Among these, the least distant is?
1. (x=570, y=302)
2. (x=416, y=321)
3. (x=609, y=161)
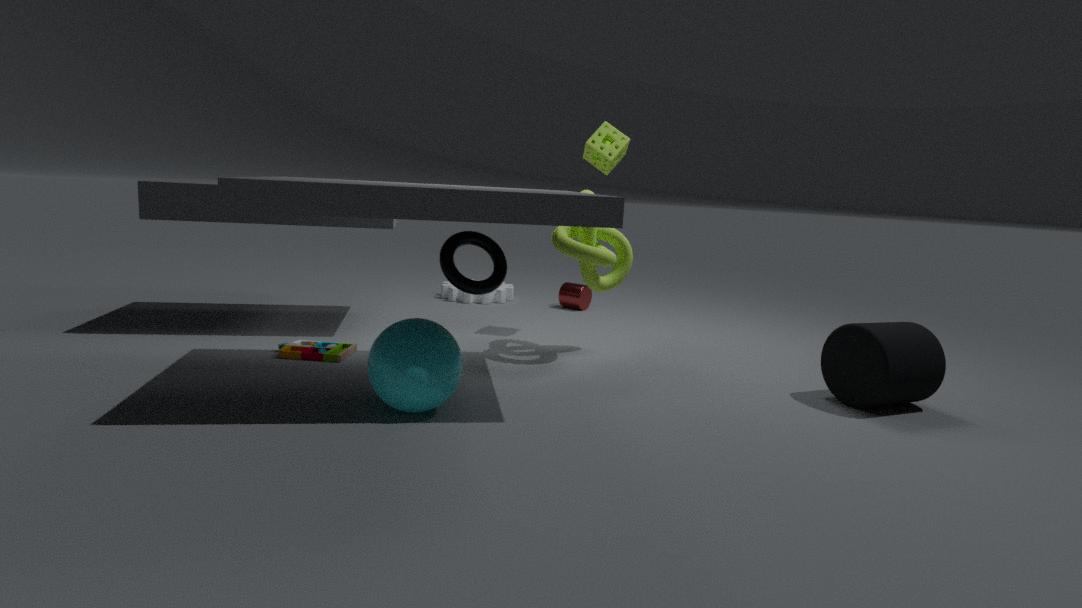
(x=416, y=321)
